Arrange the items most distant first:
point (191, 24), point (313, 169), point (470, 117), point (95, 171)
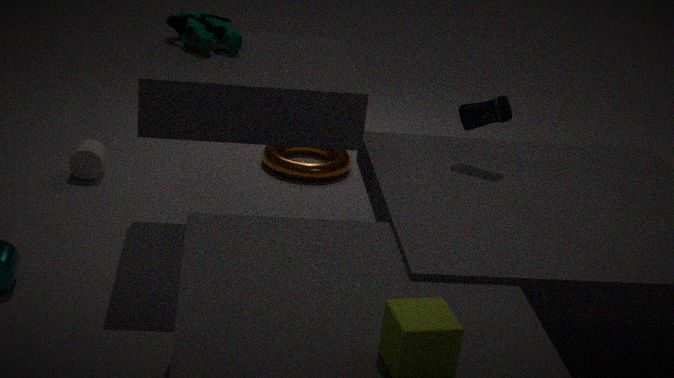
point (313, 169) → point (95, 171) → point (191, 24) → point (470, 117)
